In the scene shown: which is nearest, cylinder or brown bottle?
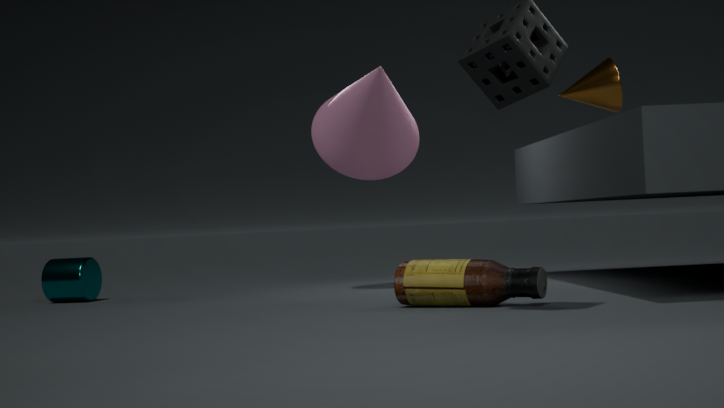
brown bottle
